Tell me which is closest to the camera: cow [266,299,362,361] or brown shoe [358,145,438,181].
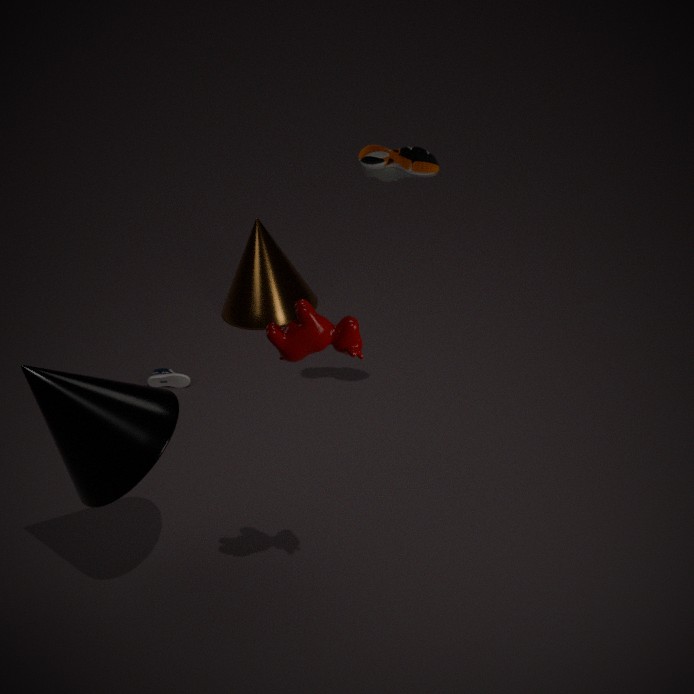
cow [266,299,362,361]
